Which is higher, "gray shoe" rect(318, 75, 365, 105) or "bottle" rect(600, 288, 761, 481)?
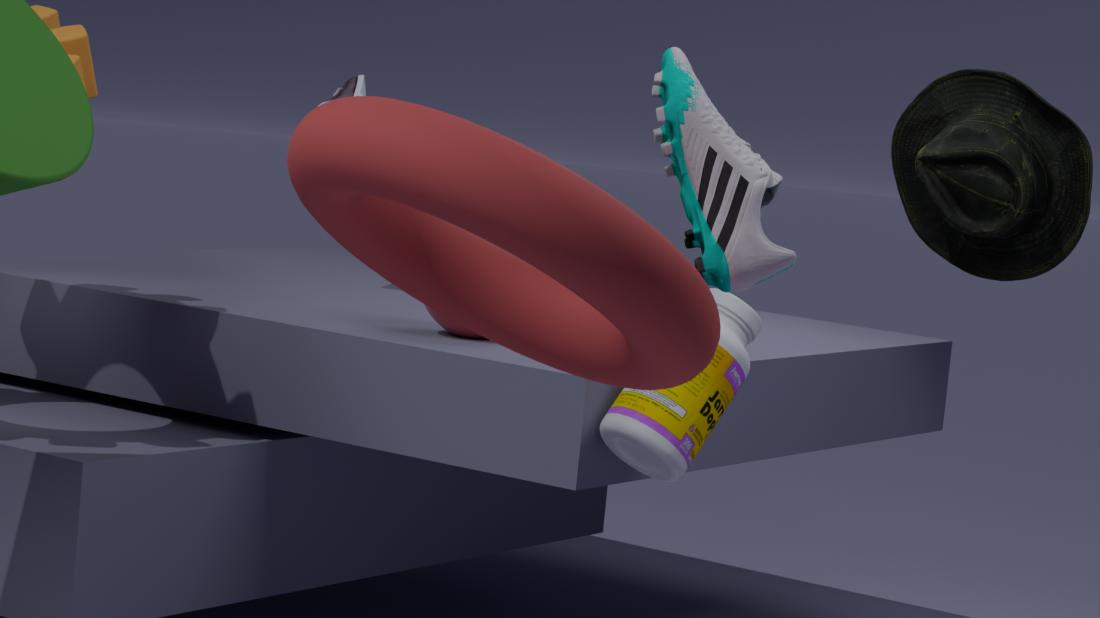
"gray shoe" rect(318, 75, 365, 105)
